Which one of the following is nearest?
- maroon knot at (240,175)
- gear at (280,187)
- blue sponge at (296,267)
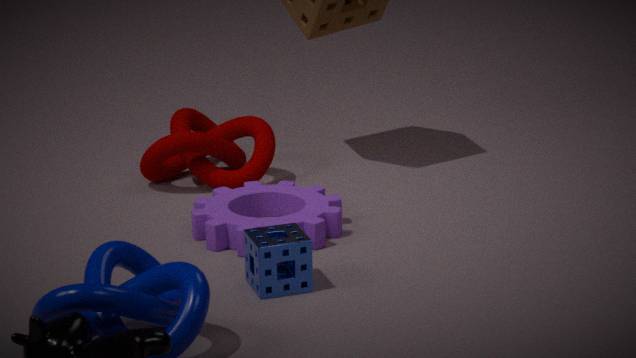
blue sponge at (296,267)
